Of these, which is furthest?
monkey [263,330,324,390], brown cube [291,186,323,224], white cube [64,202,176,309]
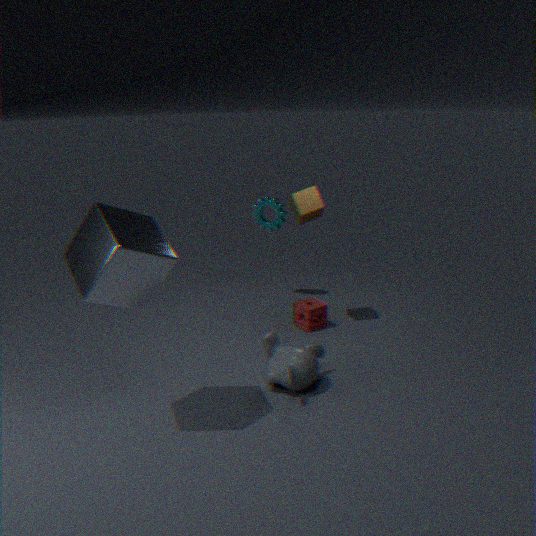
brown cube [291,186,323,224]
